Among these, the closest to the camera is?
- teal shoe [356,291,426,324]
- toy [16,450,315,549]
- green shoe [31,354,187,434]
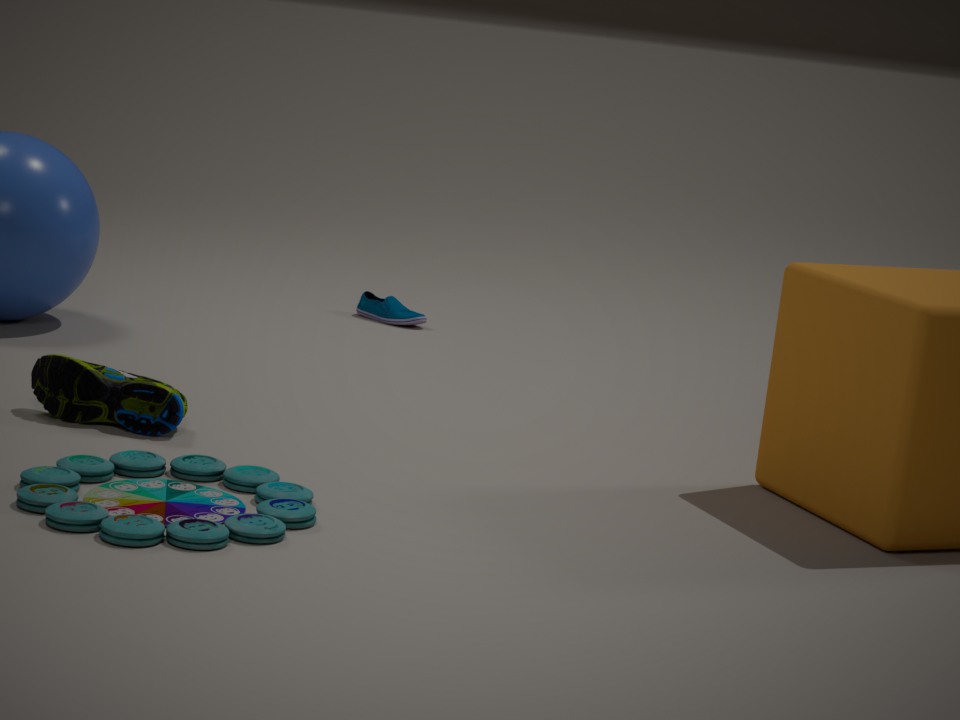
toy [16,450,315,549]
